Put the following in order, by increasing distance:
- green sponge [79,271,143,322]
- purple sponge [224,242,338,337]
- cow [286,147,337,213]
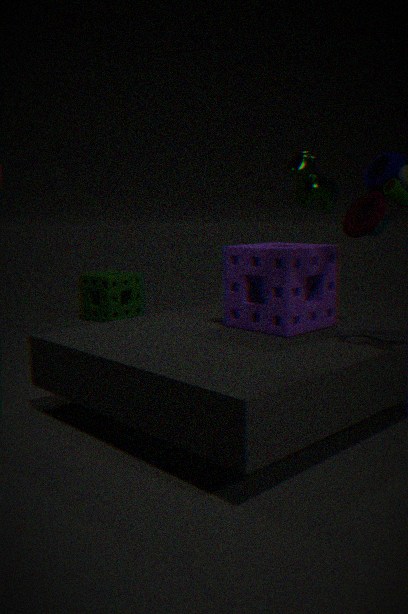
cow [286,147,337,213] → purple sponge [224,242,338,337] → green sponge [79,271,143,322]
